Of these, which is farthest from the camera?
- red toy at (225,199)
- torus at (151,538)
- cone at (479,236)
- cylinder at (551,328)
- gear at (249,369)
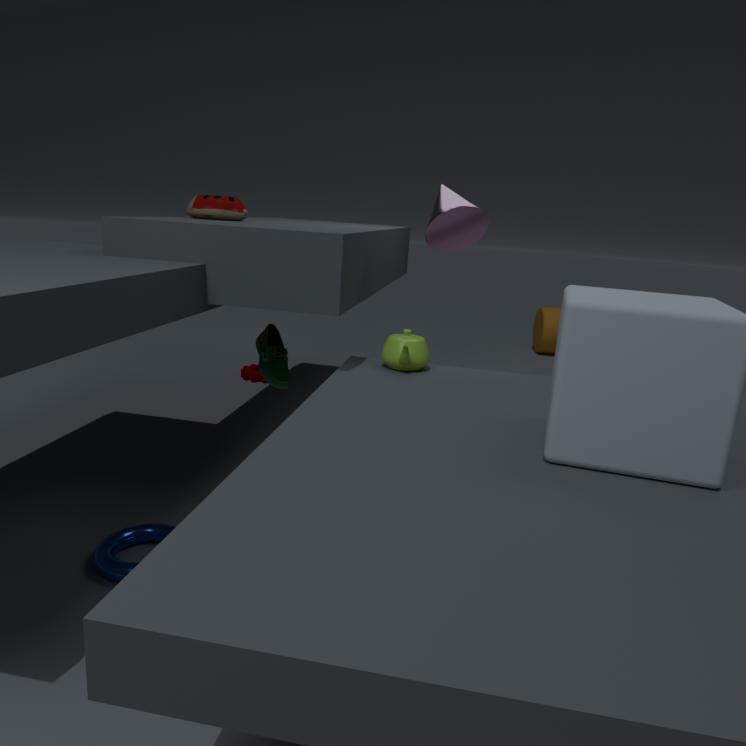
cylinder at (551,328)
